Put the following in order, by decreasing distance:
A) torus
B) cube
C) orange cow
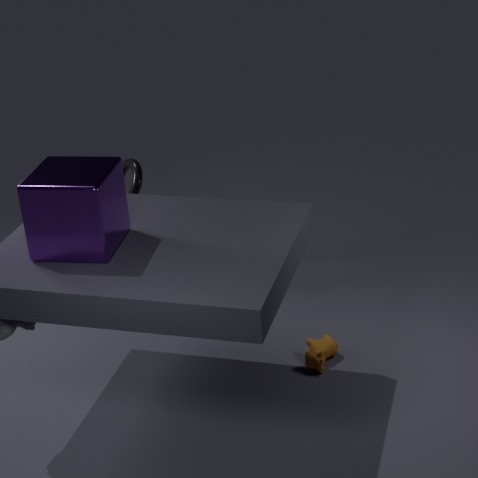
torus → orange cow → cube
